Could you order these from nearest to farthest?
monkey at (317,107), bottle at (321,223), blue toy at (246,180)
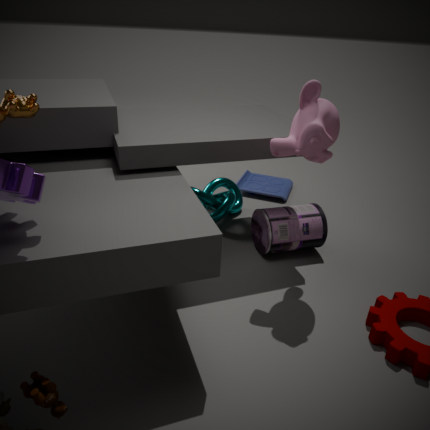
monkey at (317,107)
bottle at (321,223)
blue toy at (246,180)
